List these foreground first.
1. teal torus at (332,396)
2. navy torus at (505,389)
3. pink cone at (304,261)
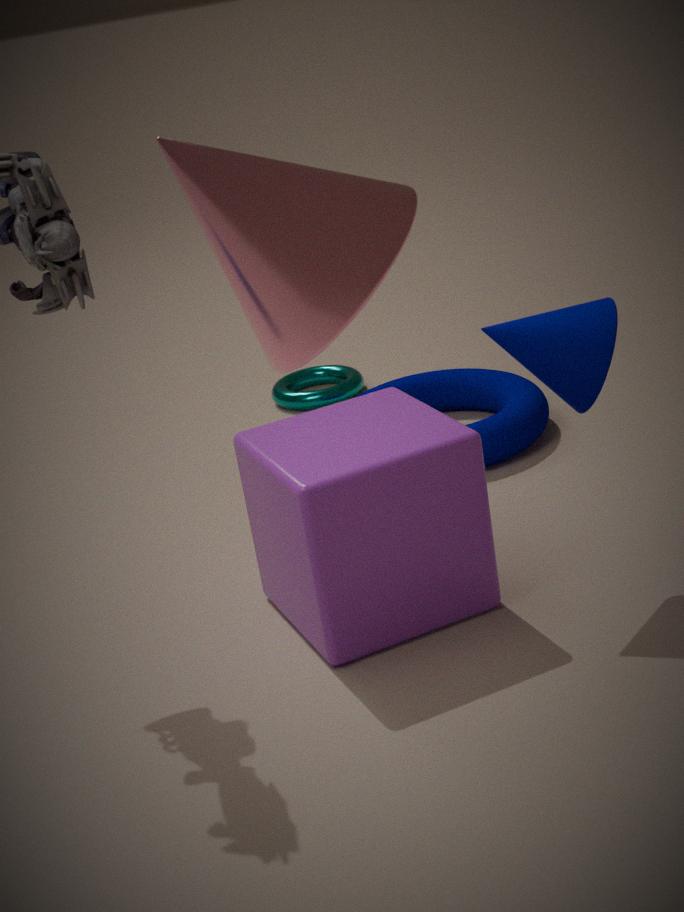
1. pink cone at (304,261)
2. navy torus at (505,389)
3. teal torus at (332,396)
